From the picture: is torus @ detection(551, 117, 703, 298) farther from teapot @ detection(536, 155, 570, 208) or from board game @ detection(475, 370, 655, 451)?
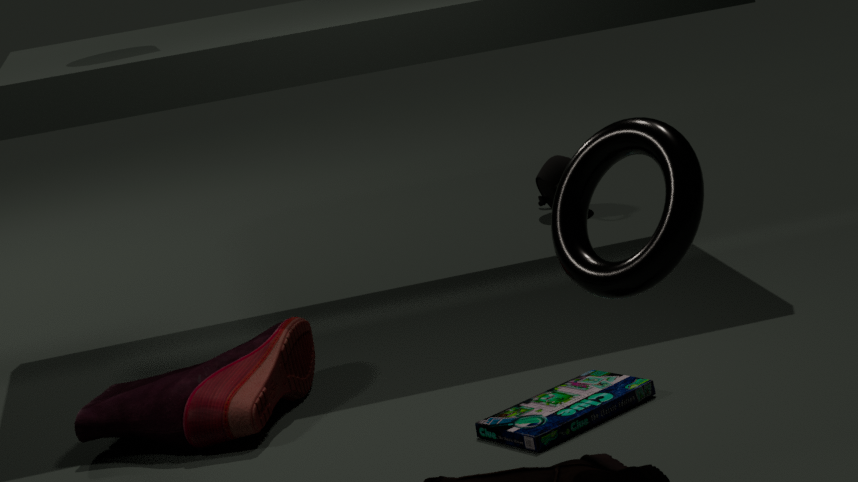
teapot @ detection(536, 155, 570, 208)
